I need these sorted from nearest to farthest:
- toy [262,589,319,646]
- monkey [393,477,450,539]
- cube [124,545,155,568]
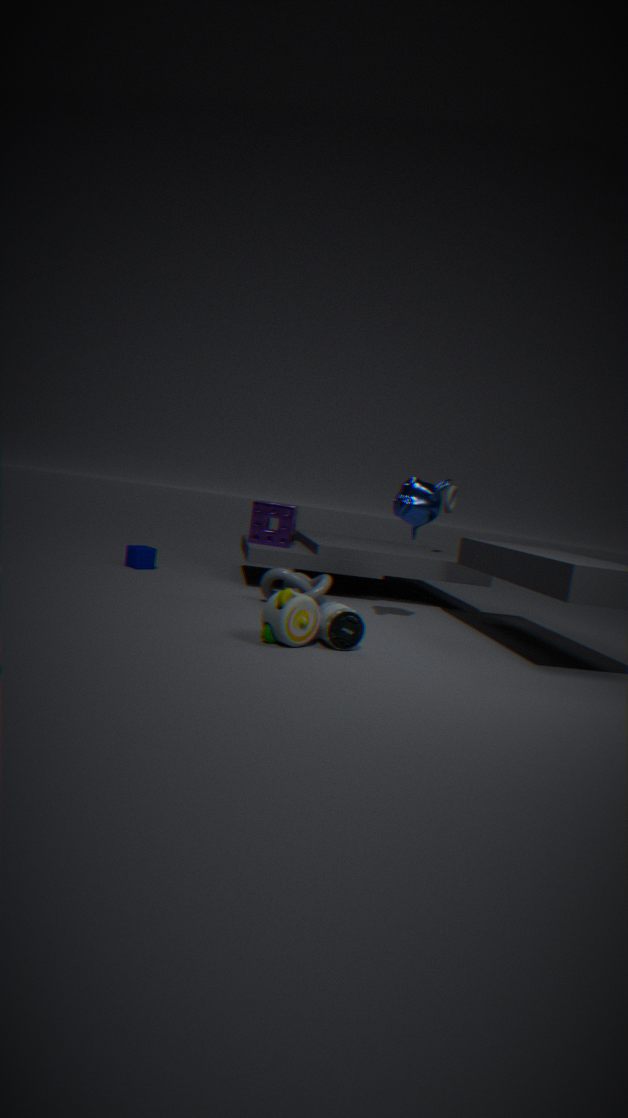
toy [262,589,319,646] → monkey [393,477,450,539] → cube [124,545,155,568]
